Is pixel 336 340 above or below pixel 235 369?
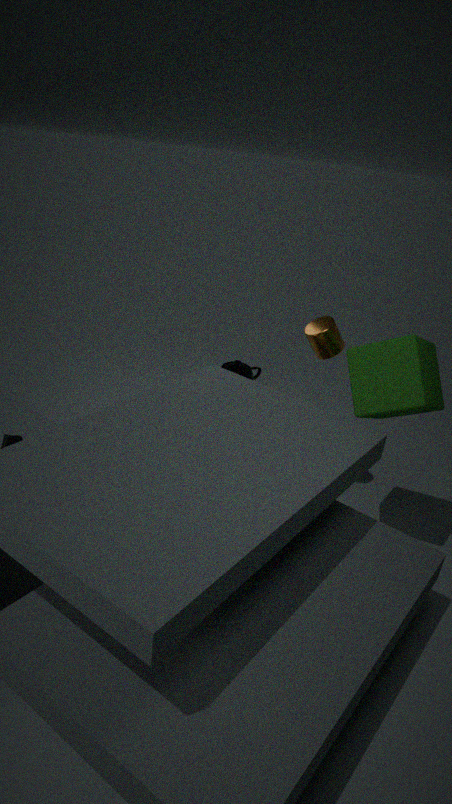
above
